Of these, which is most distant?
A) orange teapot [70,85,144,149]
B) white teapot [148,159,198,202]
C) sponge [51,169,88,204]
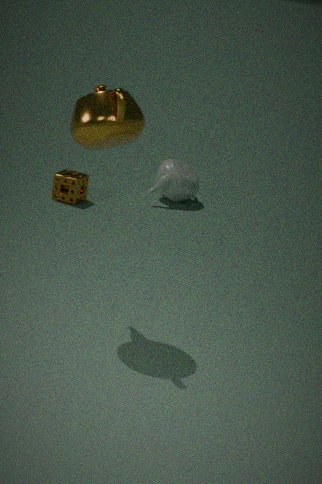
white teapot [148,159,198,202]
